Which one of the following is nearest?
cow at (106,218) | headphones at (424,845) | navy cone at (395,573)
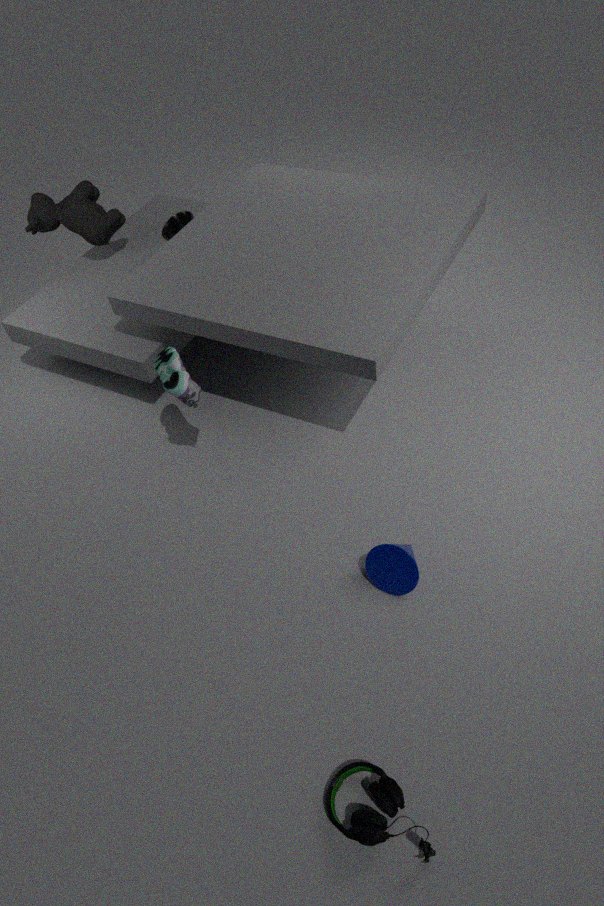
headphones at (424,845)
